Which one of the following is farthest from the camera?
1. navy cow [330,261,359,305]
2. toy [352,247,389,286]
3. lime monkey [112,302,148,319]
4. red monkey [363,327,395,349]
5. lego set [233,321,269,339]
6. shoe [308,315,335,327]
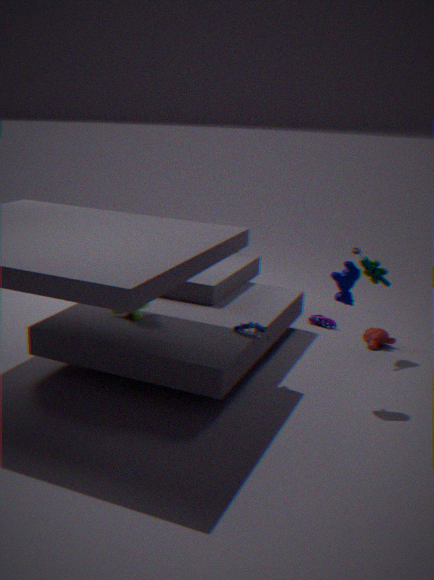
shoe [308,315,335,327]
